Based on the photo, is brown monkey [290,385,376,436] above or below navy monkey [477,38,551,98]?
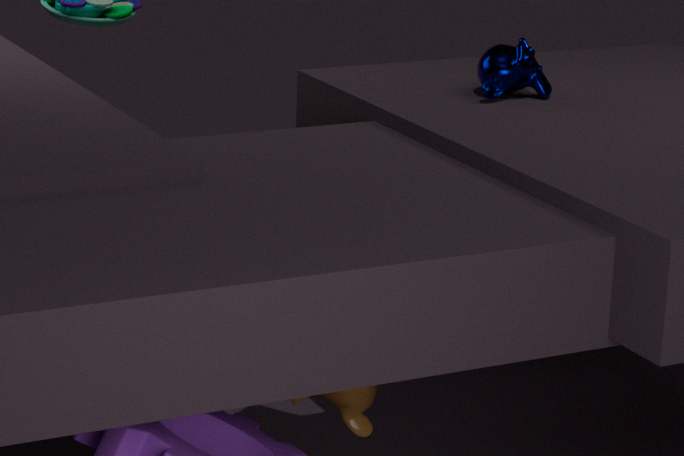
below
